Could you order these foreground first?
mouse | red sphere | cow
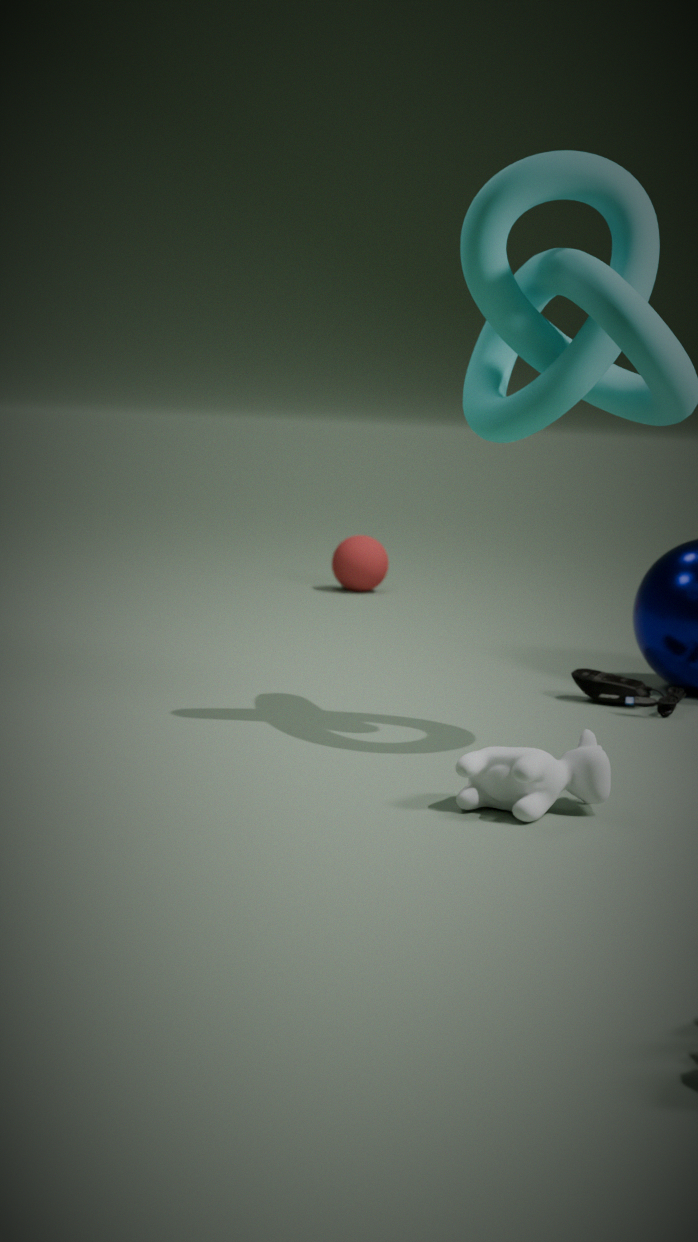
cow → mouse → red sphere
